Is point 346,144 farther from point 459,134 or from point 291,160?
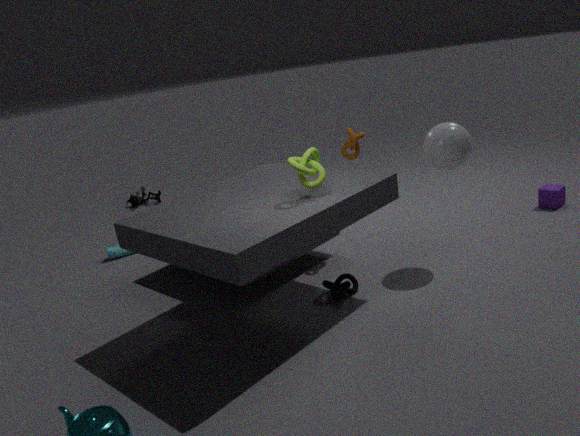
point 291,160
